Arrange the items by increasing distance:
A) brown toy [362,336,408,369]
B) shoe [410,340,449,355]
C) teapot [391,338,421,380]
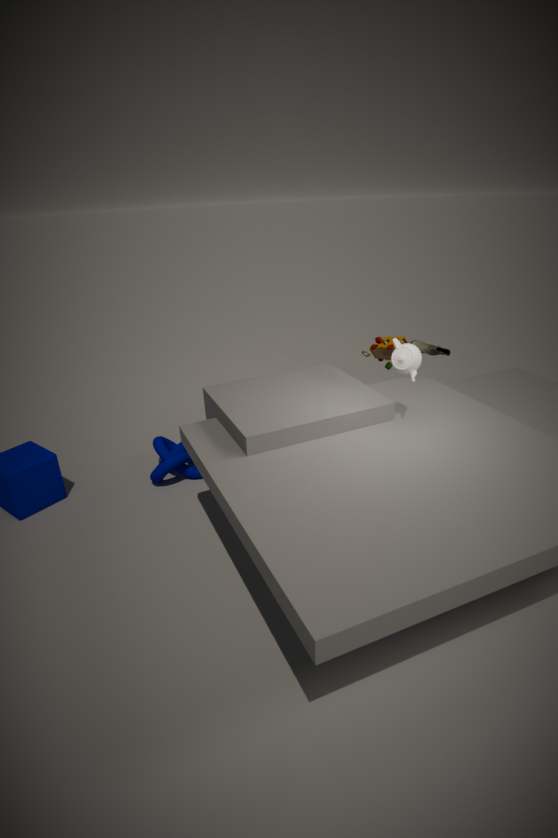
teapot [391,338,421,380] → shoe [410,340,449,355] → brown toy [362,336,408,369]
